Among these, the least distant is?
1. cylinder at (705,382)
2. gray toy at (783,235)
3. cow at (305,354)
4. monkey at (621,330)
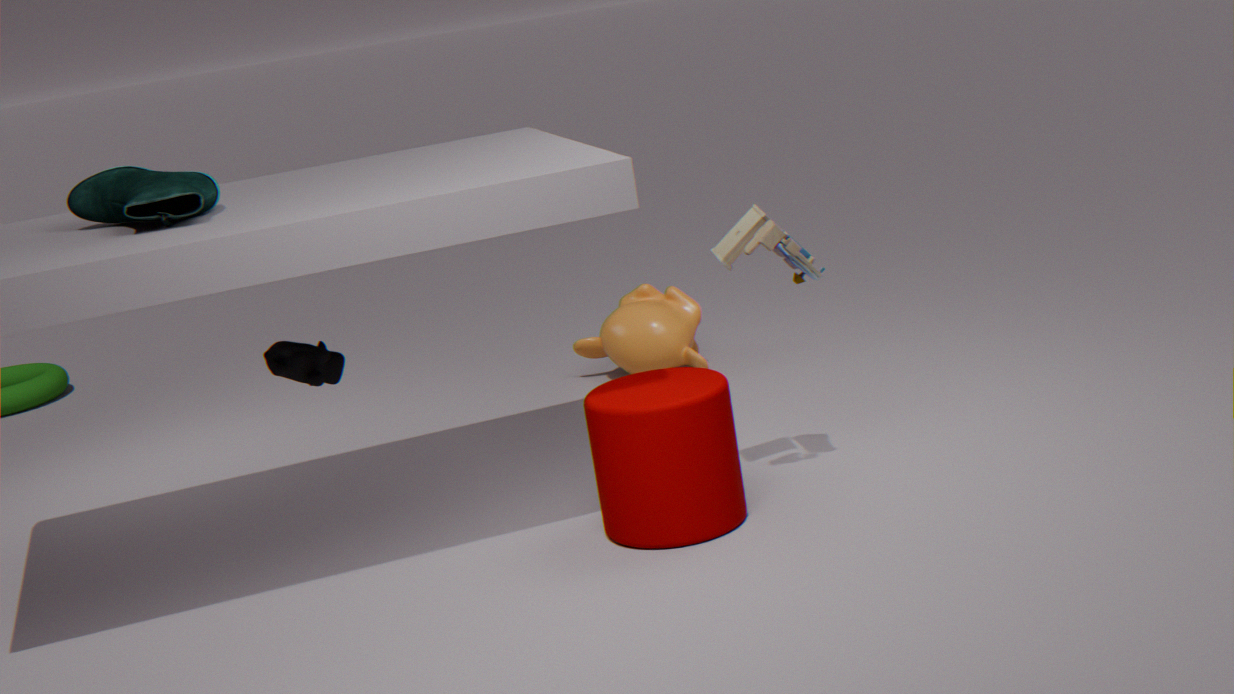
cylinder at (705,382)
